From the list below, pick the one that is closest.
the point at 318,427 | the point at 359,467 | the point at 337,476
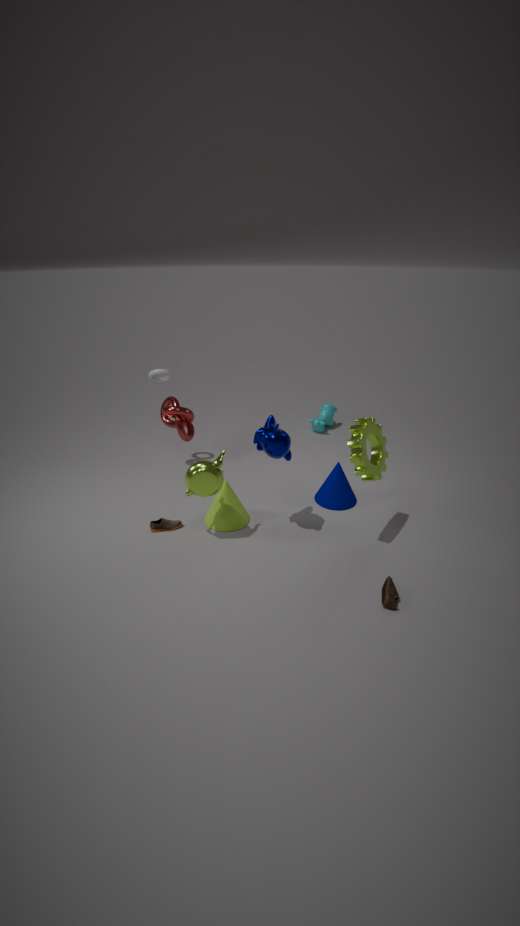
the point at 359,467
